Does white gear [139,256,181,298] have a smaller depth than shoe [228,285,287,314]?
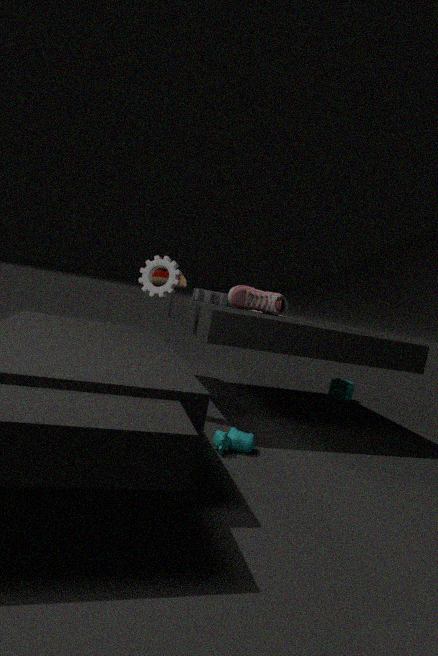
Yes
